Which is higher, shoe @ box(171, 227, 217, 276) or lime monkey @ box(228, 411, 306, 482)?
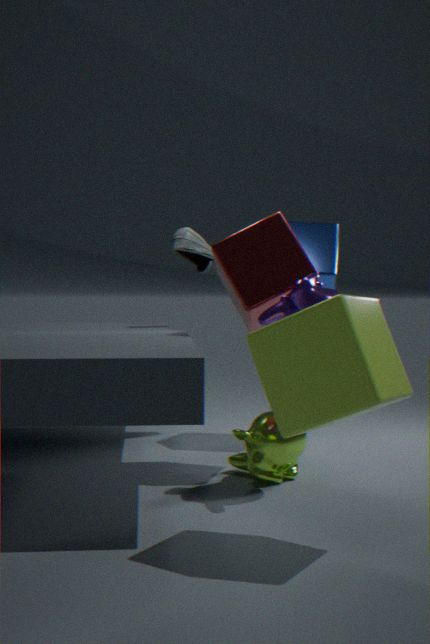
shoe @ box(171, 227, 217, 276)
